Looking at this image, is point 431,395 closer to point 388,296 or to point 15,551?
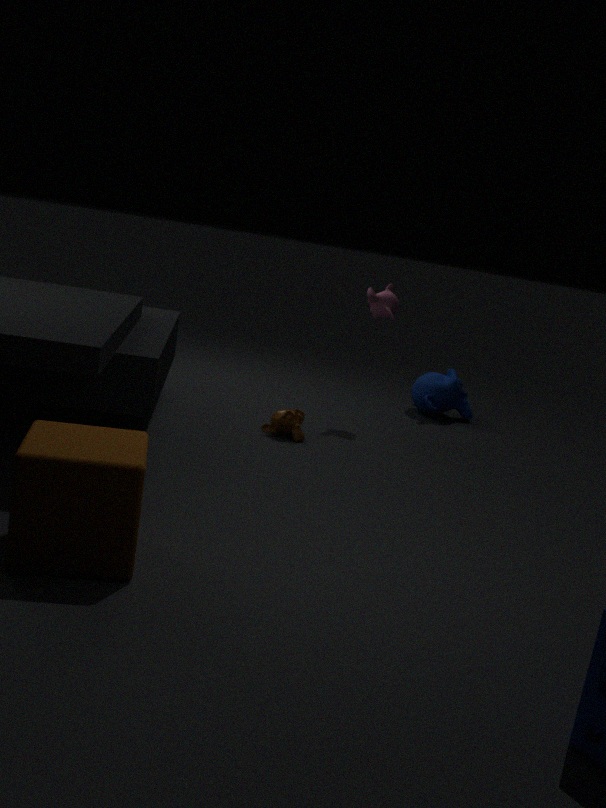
point 388,296
